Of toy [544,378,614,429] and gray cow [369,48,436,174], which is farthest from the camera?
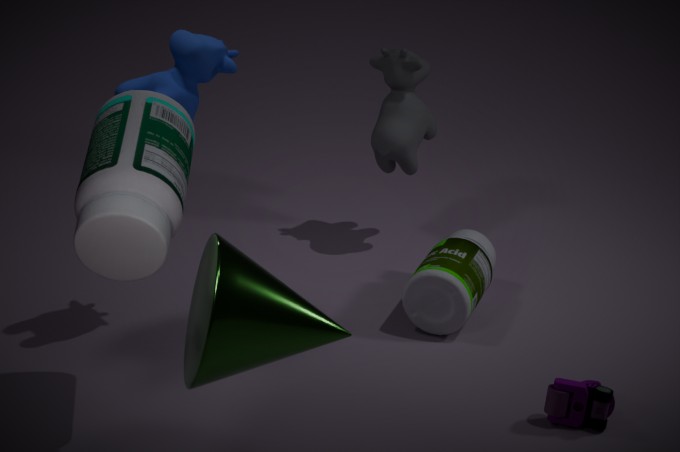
gray cow [369,48,436,174]
